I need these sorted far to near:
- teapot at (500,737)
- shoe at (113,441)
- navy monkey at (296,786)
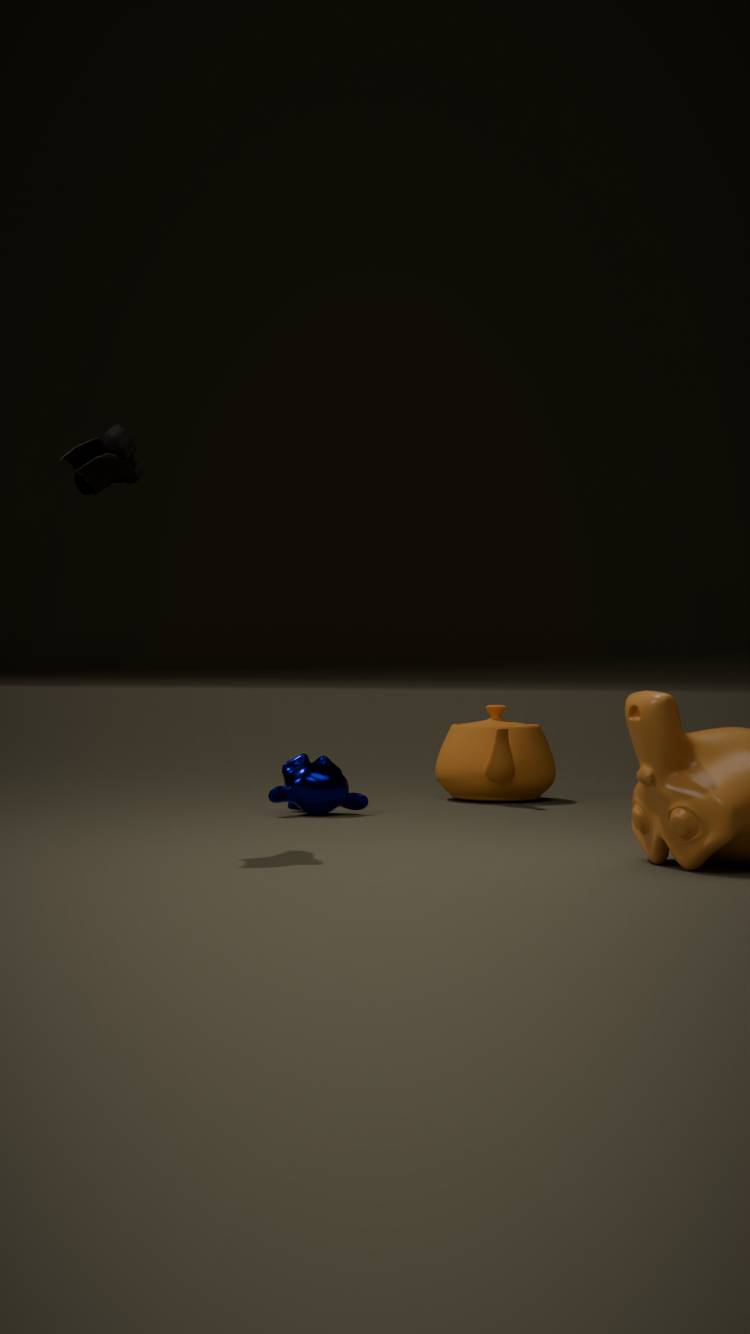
teapot at (500,737), navy monkey at (296,786), shoe at (113,441)
